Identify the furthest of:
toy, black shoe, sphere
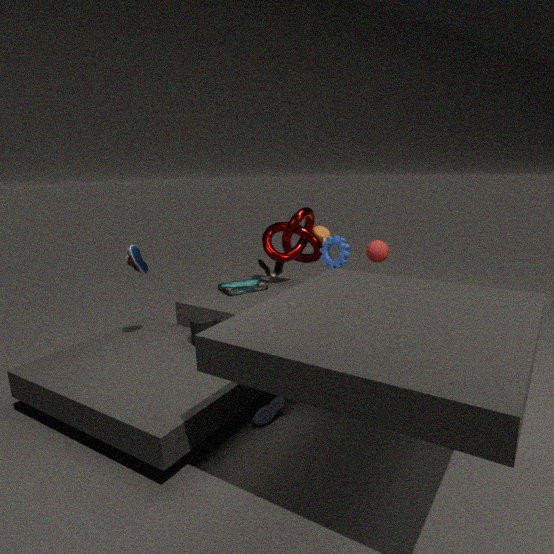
toy
